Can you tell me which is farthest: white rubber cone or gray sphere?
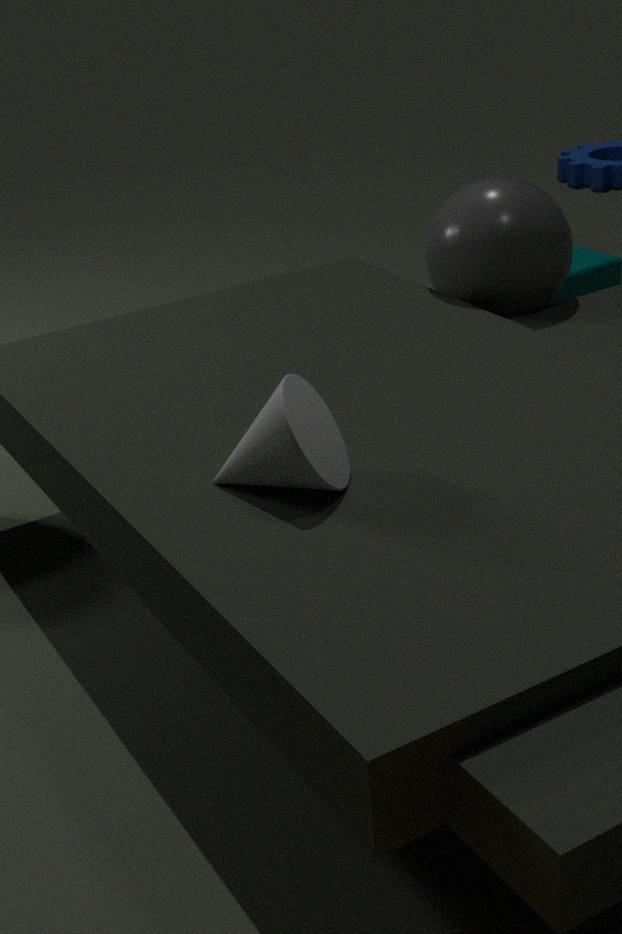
gray sphere
